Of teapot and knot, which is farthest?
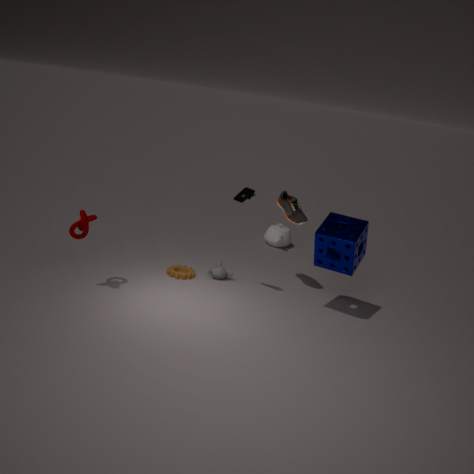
teapot
